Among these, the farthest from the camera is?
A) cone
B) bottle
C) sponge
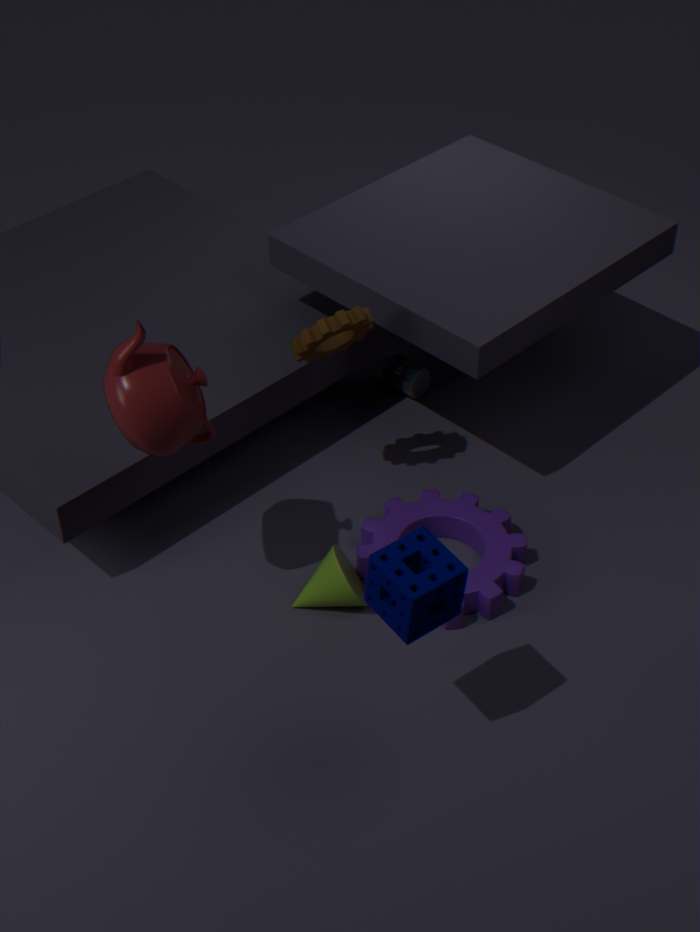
bottle
